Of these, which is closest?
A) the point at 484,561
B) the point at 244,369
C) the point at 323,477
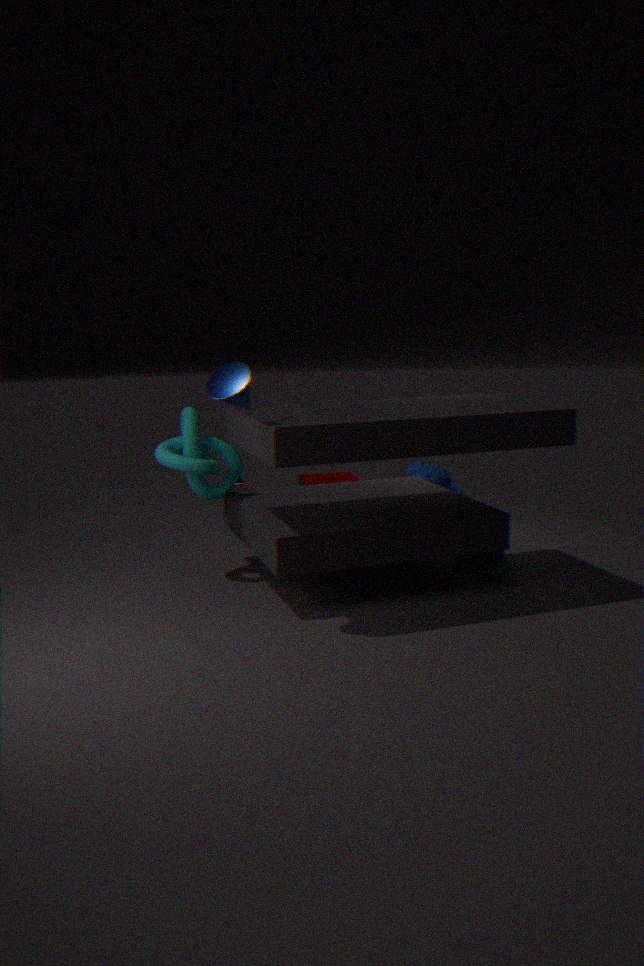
the point at 244,369
